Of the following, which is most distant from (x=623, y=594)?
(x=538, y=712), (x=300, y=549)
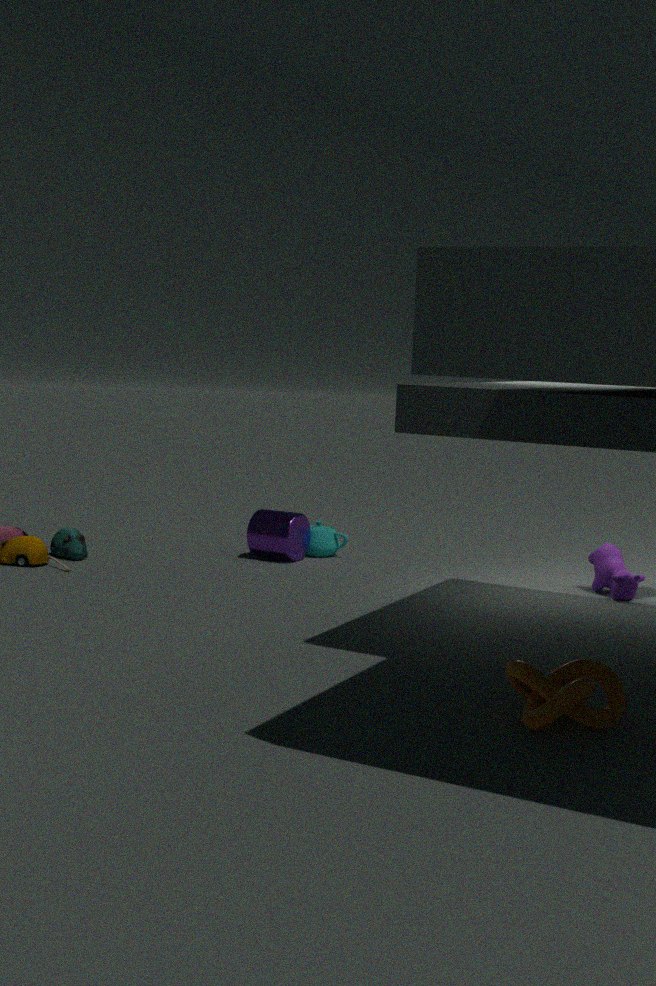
(x=538, y=712)
